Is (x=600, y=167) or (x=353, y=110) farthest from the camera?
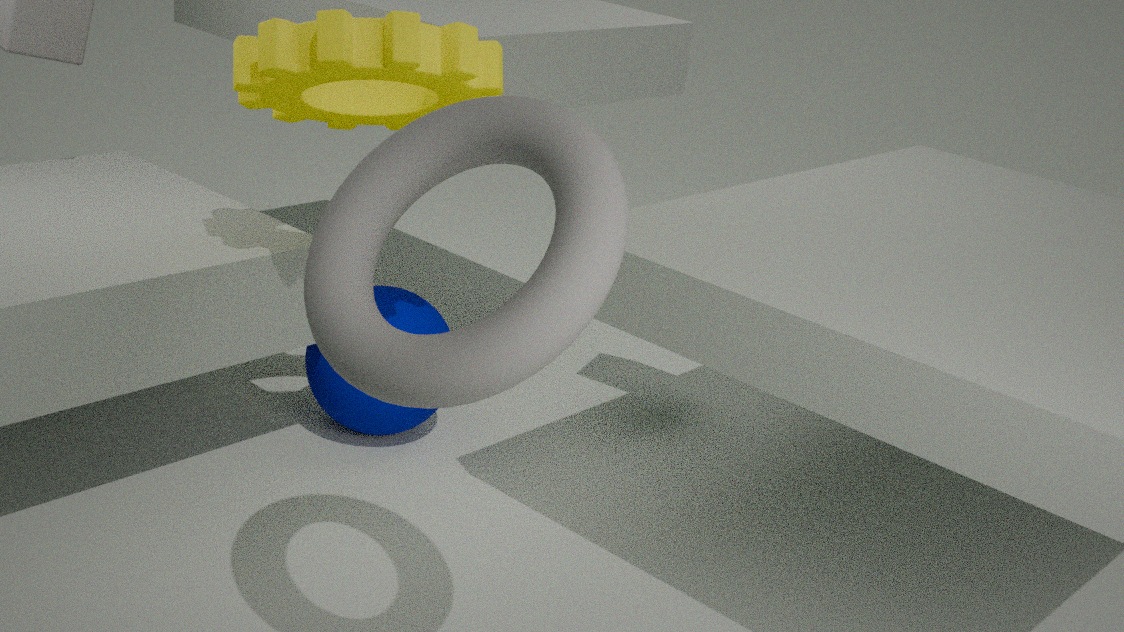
(x=353, y=110)
